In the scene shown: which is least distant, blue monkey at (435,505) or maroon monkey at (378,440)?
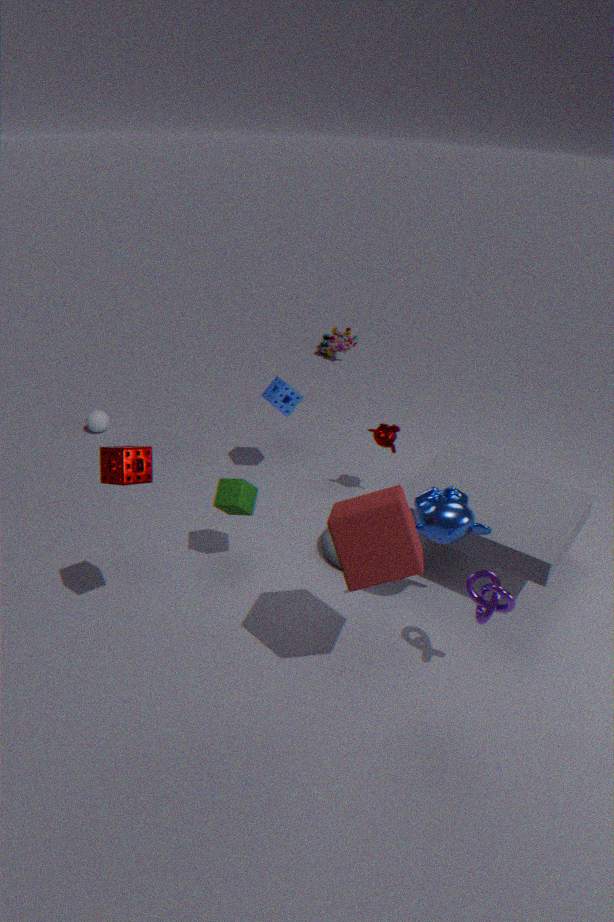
blue monkey at (435,505)
